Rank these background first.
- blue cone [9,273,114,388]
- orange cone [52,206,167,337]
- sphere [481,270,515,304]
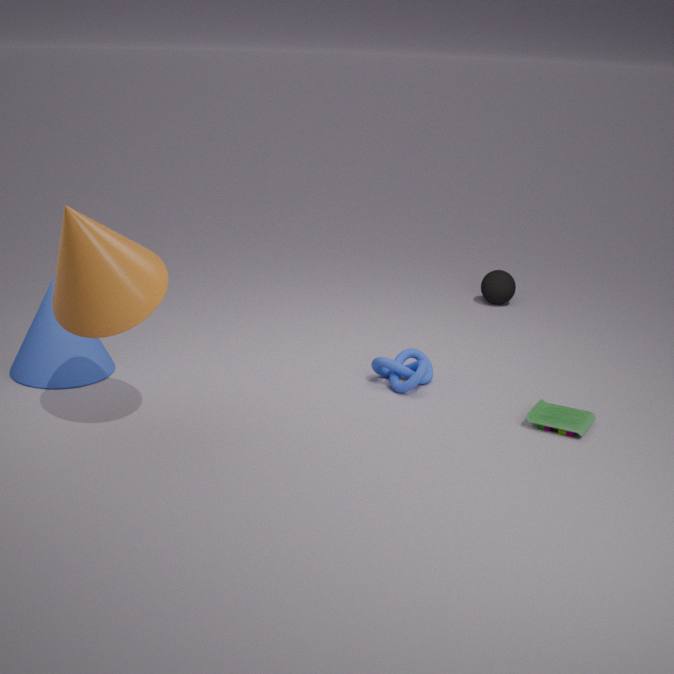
sphere [481,270,515,304]
blue cone [9,273,114,388]
orange cone [52,206,167,337]
